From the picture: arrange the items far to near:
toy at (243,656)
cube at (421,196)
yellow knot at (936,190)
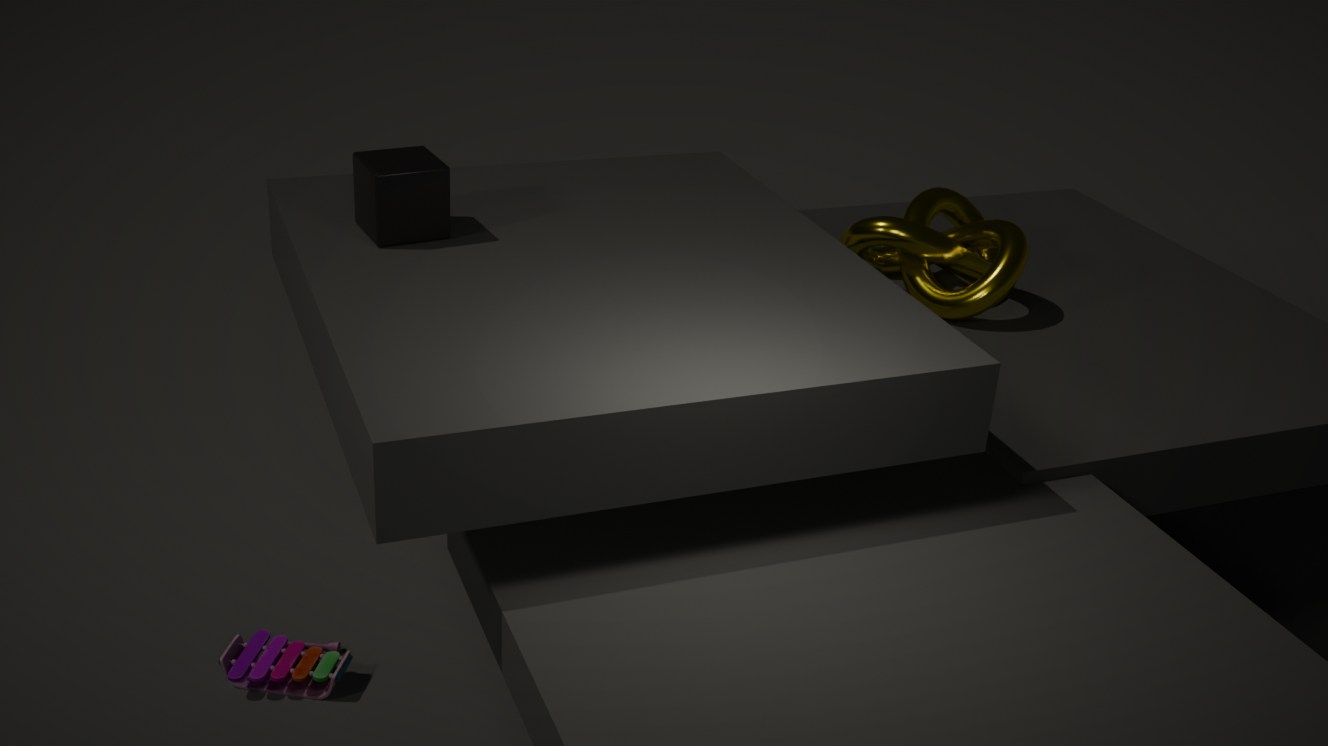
yellow knot at (936,190)
toy at (243,656)
cube at (421,196)
